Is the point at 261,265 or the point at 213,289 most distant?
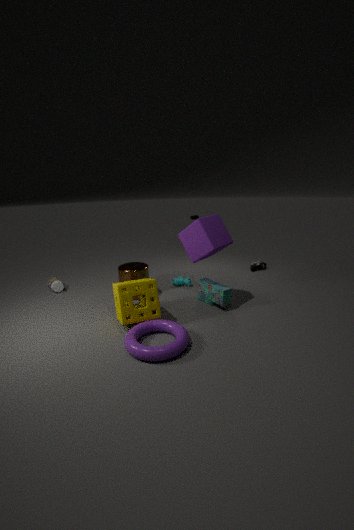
the point at 261,265
